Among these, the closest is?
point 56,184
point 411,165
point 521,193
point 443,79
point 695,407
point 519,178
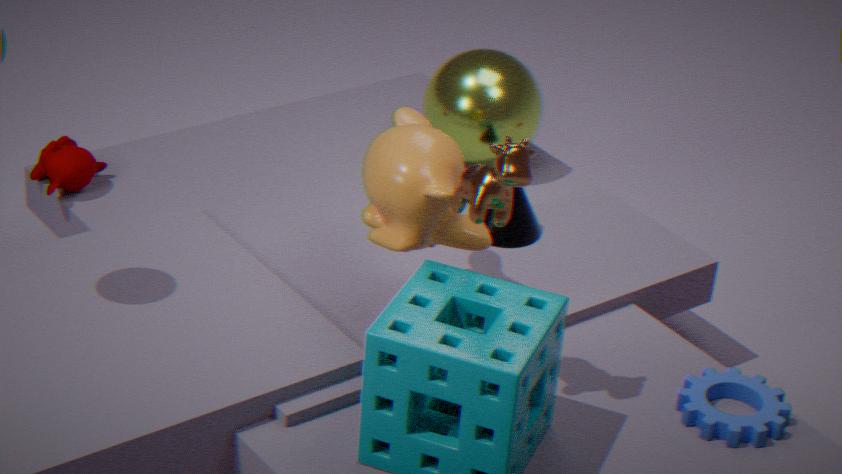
point 519,178
